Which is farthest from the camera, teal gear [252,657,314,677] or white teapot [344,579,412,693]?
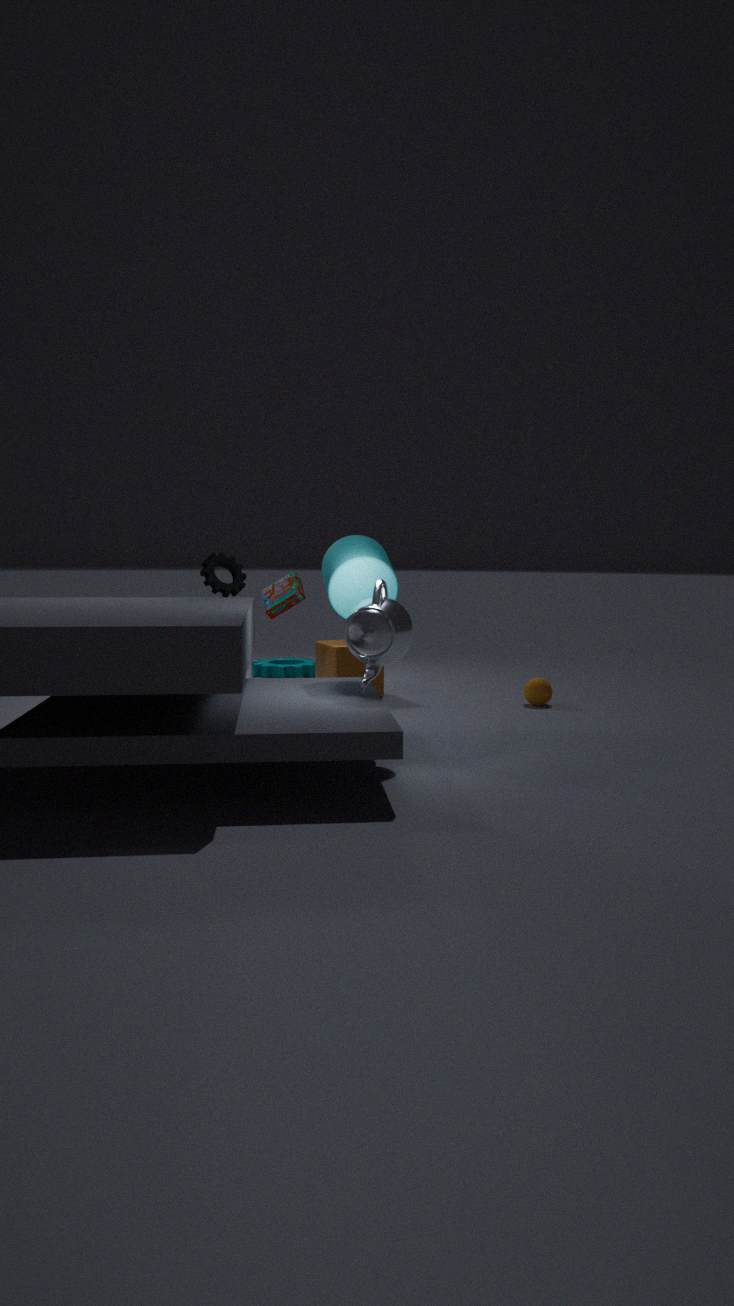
teal gear [252,657,314,677]
